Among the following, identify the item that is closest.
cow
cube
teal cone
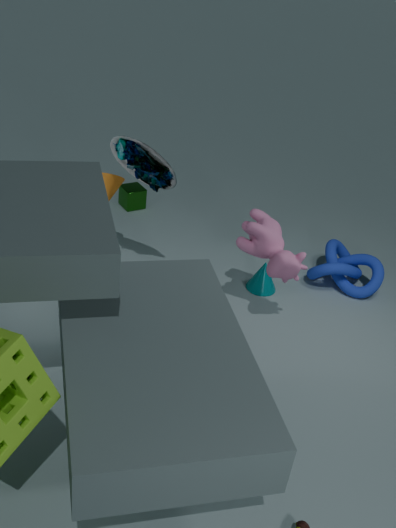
cow
